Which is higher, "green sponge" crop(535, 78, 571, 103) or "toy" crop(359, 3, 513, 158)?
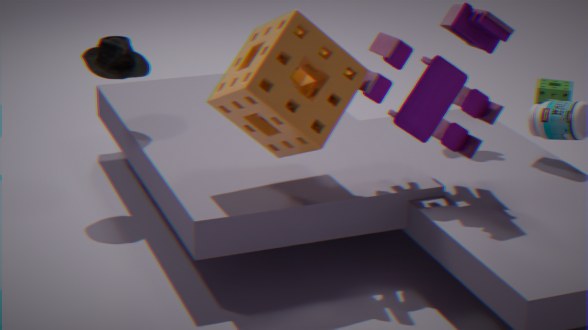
"toy" crop(359, 3, 513, 158)
